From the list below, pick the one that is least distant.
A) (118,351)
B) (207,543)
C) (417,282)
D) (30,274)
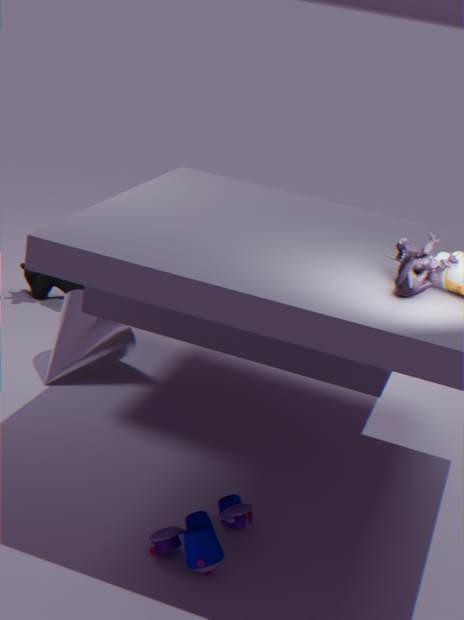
(207,543)
